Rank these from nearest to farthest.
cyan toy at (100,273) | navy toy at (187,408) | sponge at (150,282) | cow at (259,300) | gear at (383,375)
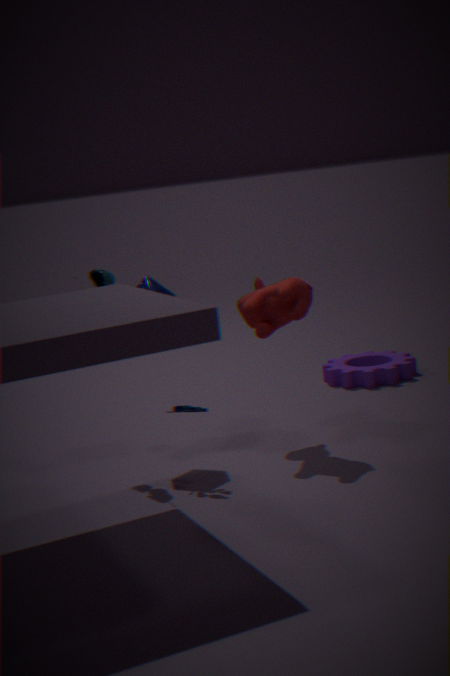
1. navy toy at (187,408)
2. cow at (259,300)
3. cyan toy at (100,273)
4. sponge at (150,282)
5. gear at (383,375)
